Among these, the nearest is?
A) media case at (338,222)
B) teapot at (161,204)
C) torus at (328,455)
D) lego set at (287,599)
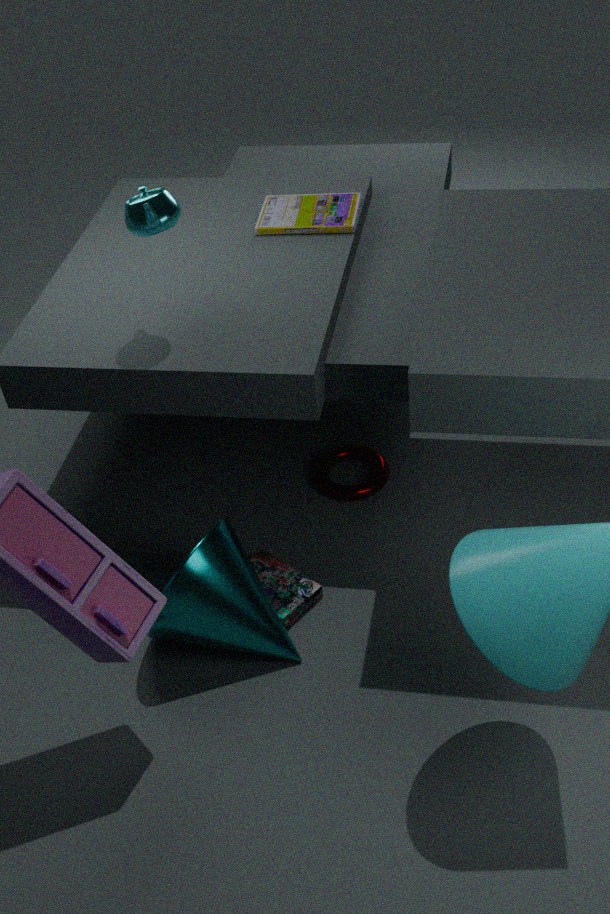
teapot at (161,204)
